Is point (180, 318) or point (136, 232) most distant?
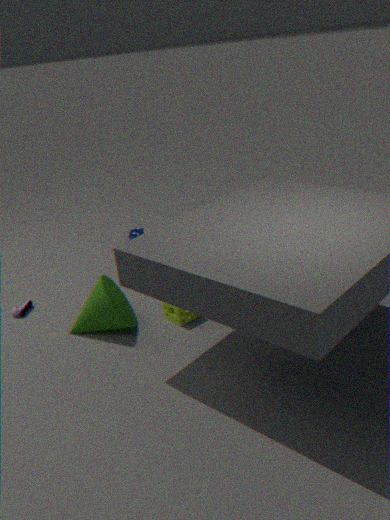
point (136, 232)
